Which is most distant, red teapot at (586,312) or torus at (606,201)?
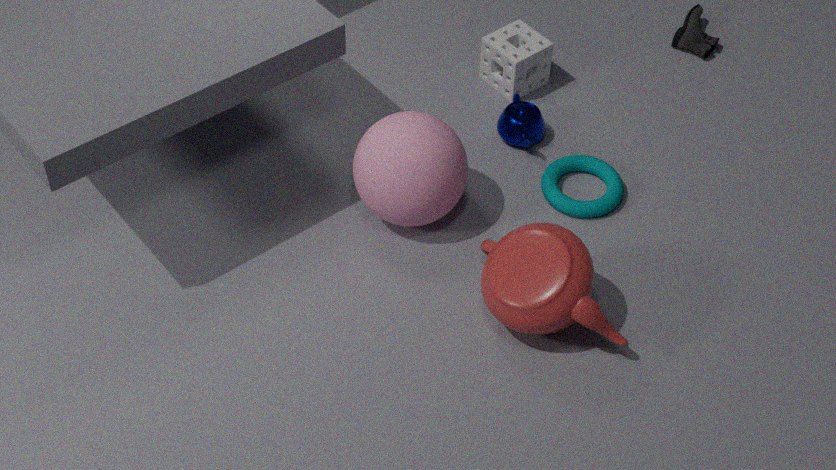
torus at (606,201)
